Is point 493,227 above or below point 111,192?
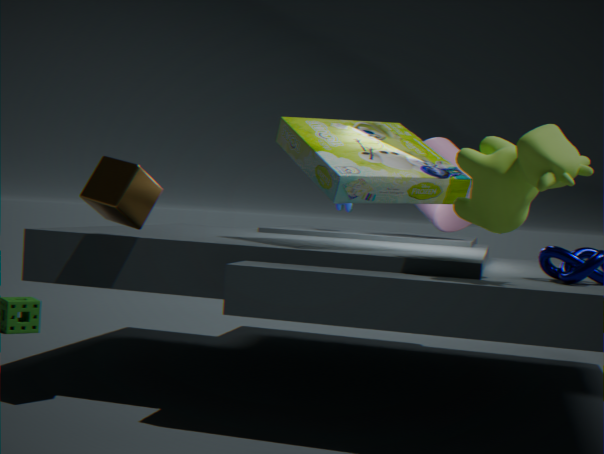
above
